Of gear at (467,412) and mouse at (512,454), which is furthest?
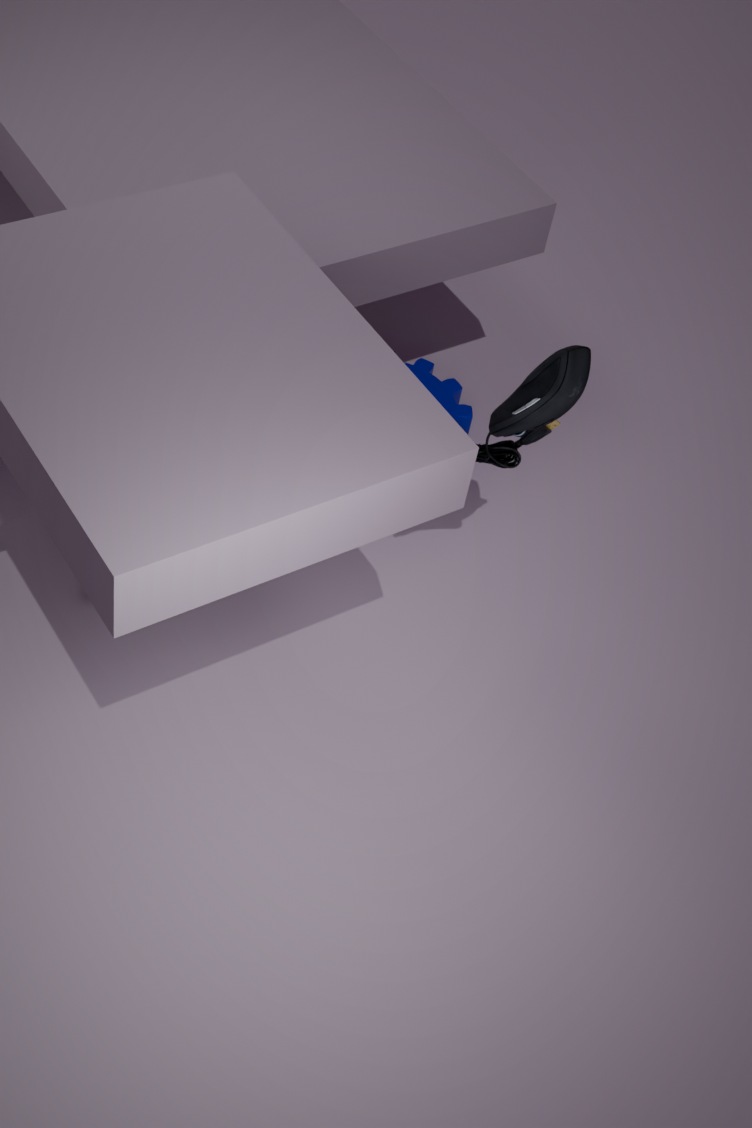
gear at (467,412)
